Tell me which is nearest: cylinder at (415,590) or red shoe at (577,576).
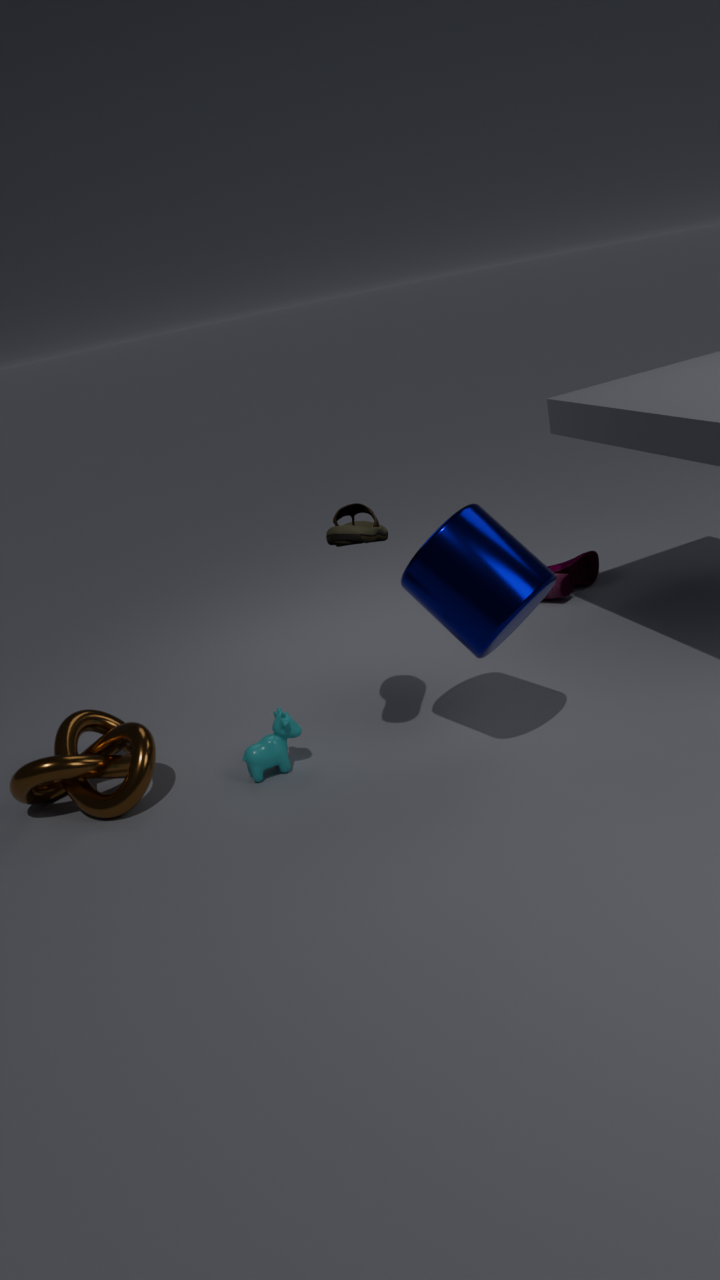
cylinder at (415,590)
